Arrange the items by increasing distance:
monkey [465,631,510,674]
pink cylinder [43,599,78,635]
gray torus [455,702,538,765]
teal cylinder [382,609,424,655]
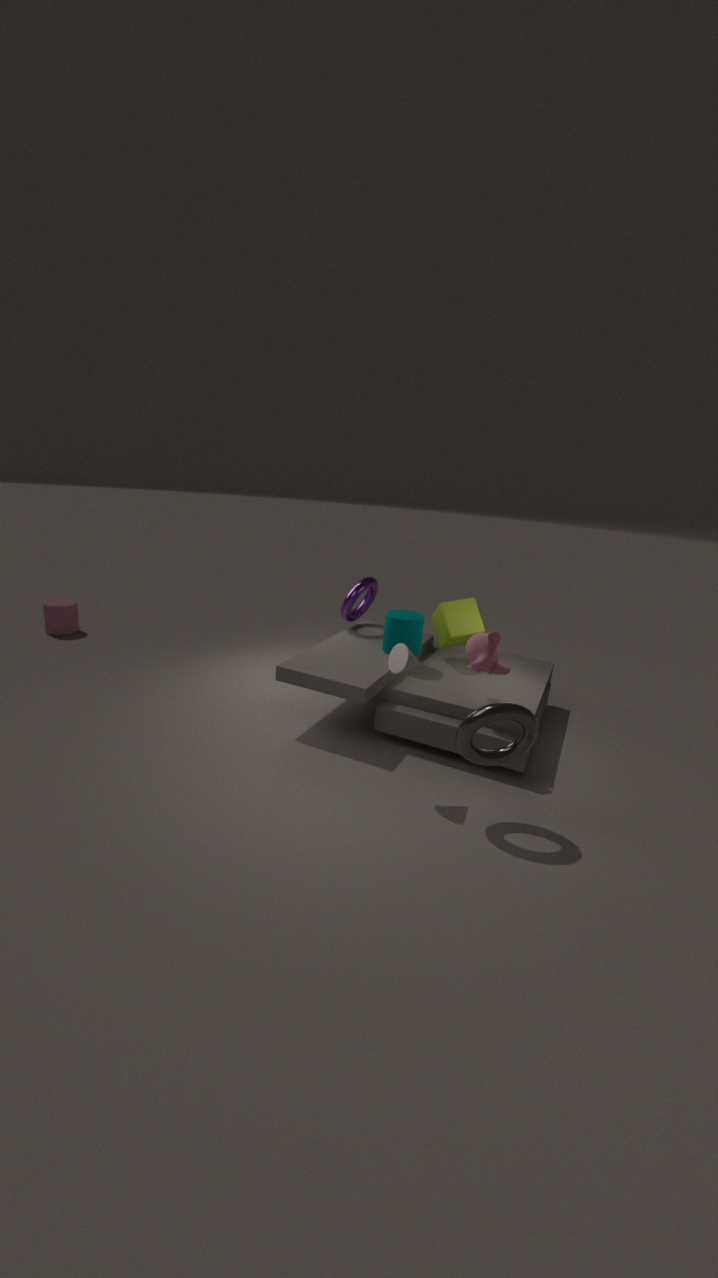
gray torus [455,702,538,765], monkey [465,631,510,674], teal cylinder [382,609,424,655], pink cylinder [43,599,78,635]
